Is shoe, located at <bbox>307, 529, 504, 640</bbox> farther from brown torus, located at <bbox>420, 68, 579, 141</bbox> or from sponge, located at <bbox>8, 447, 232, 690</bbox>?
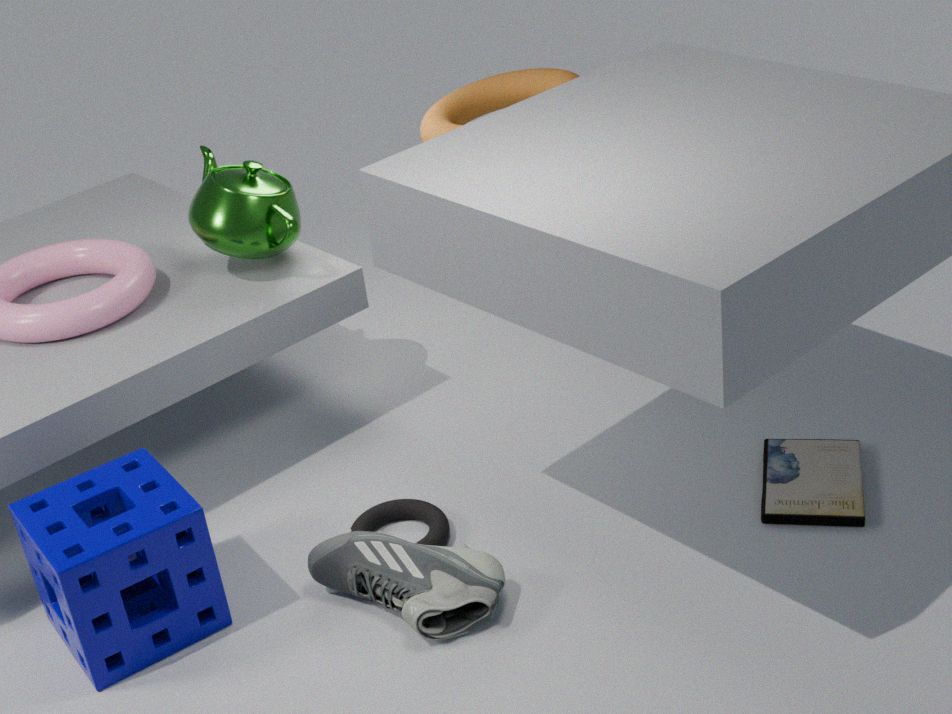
brown torus, located at <bbox>420, 68, 579, 141</bbox>
